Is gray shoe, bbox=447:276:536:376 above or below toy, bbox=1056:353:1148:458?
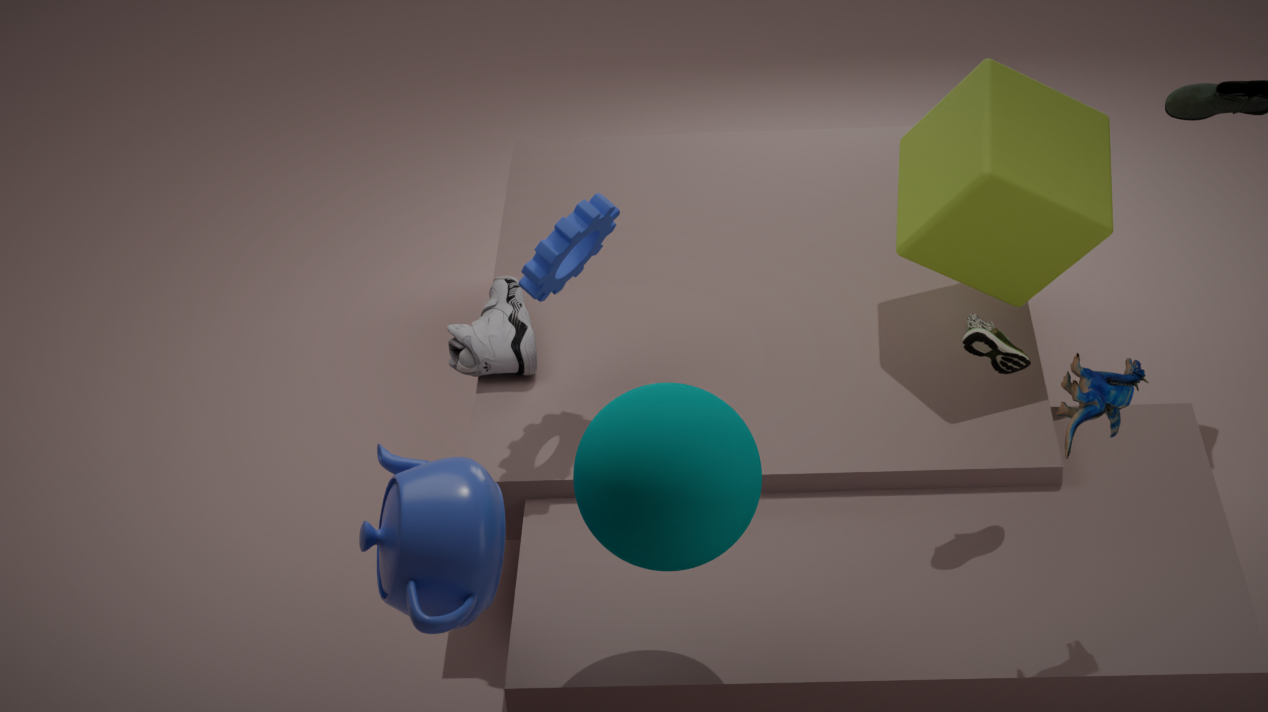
below
